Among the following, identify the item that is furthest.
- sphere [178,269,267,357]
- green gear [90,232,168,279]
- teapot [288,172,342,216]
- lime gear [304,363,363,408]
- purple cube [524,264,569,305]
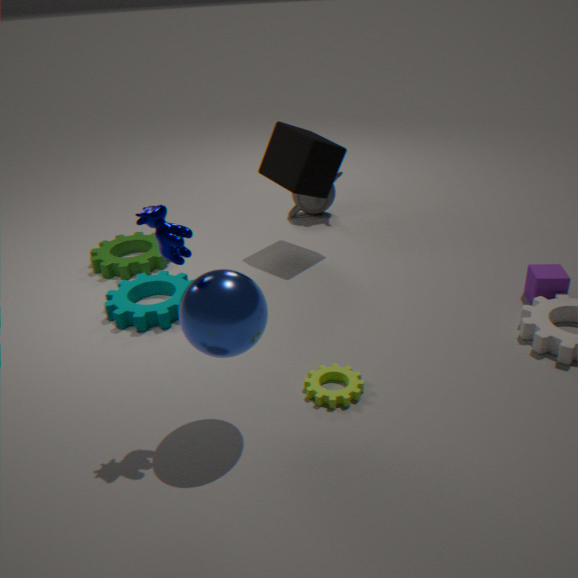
teapot [288,172,342,216]
